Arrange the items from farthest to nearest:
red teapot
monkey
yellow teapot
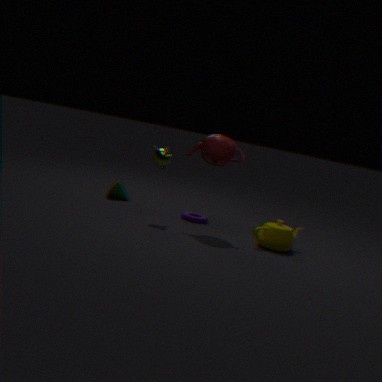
monkey < red teapot < yellow teapot
